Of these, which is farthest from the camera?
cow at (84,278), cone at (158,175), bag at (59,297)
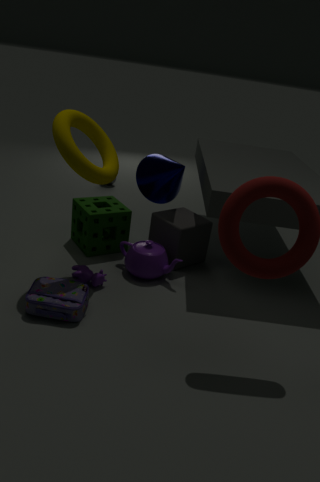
cone at (158,175)
